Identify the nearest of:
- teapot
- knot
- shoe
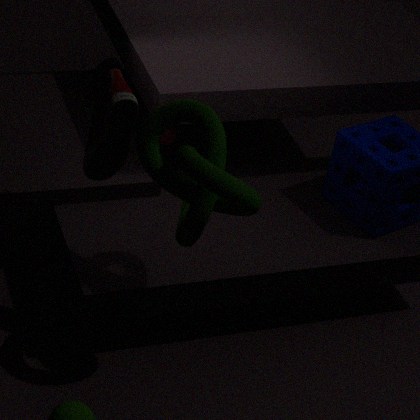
knot
